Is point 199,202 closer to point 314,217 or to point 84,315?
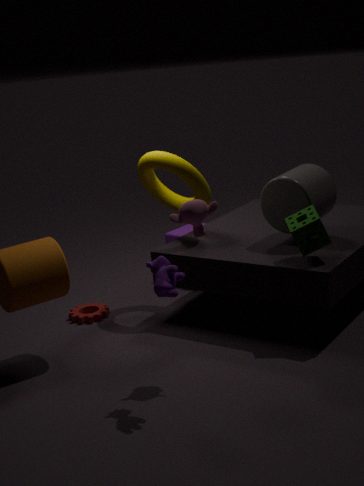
point 314,217
